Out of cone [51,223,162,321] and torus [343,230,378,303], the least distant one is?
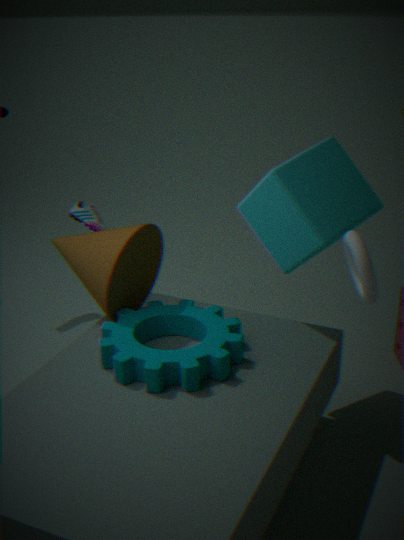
torus [343,230,378,303]
